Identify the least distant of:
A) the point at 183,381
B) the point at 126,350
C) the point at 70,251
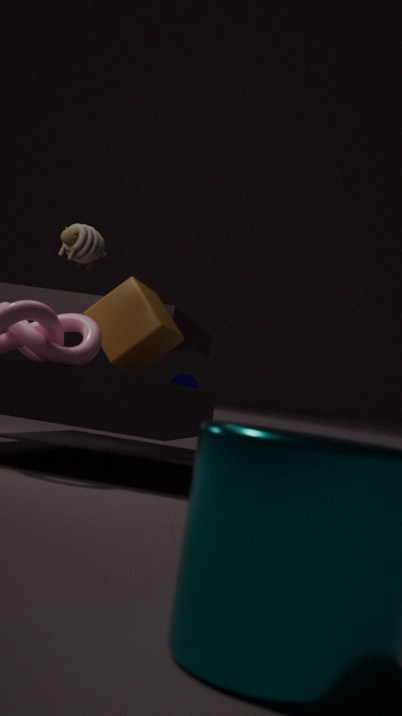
the point at 70,251
